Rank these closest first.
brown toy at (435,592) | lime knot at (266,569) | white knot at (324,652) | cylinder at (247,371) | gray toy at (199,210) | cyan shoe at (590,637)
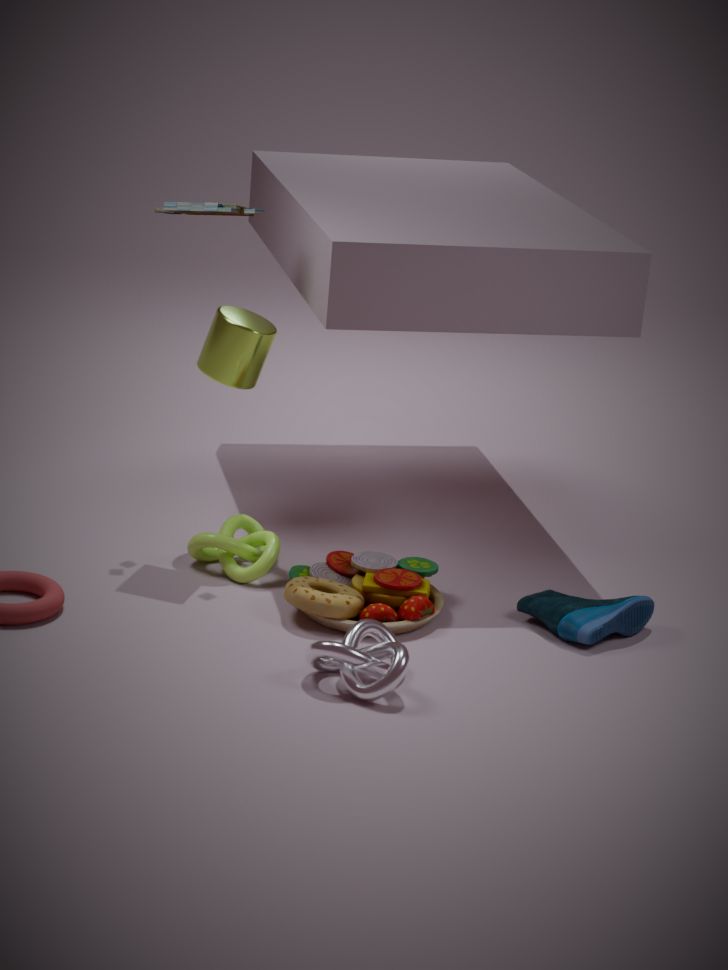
white knot at (324,652), brown toy at (435,592), cyan shoe at (590,637), gray toy at (199,210), lime knot at (266,569), cylinder at (247,371)
